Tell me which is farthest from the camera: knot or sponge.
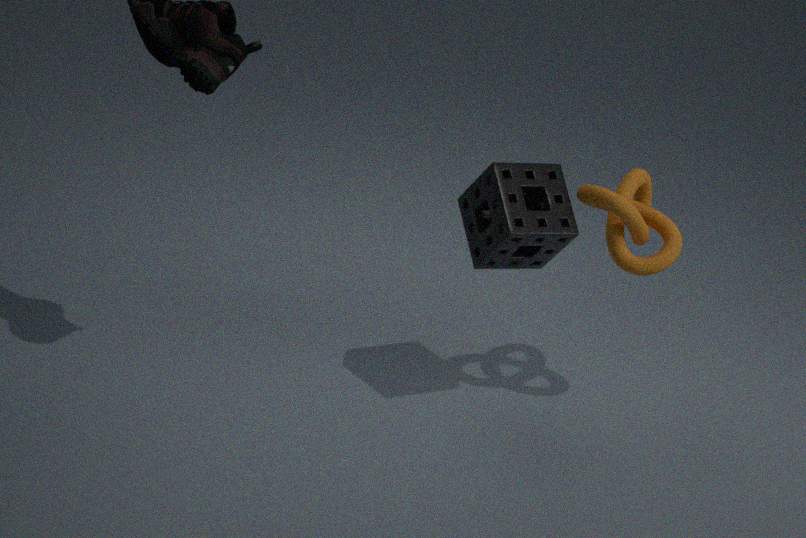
knot
